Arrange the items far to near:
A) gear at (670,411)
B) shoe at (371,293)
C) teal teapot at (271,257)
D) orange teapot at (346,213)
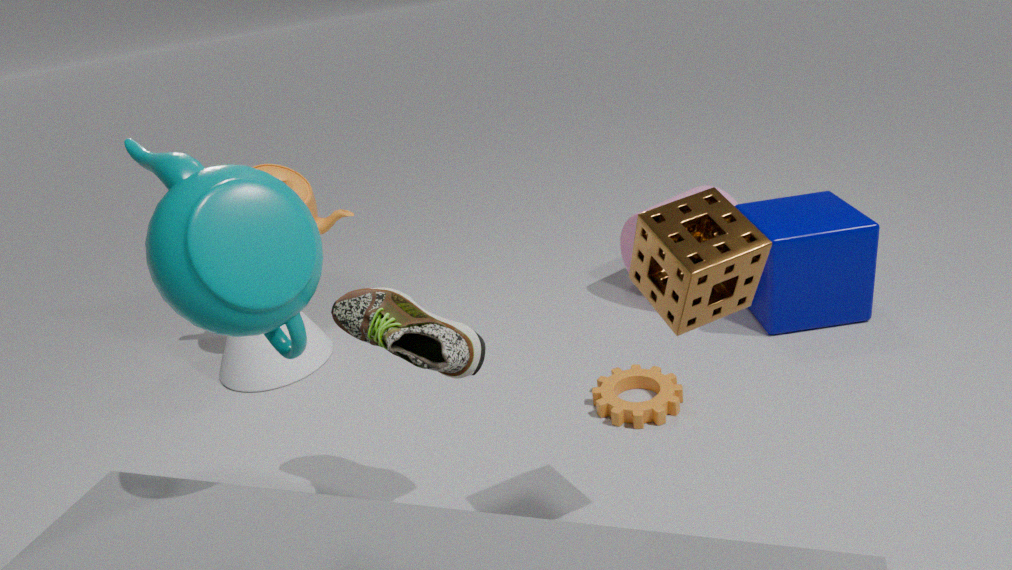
orange teapot at (346,213) → gear at (670,411) → shoe at (371,293) → teal teapot at (271,257)
